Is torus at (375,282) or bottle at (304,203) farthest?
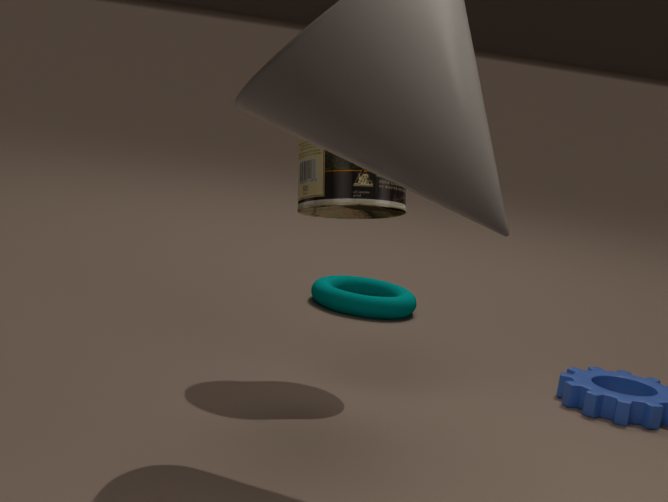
torus at (375,282)
